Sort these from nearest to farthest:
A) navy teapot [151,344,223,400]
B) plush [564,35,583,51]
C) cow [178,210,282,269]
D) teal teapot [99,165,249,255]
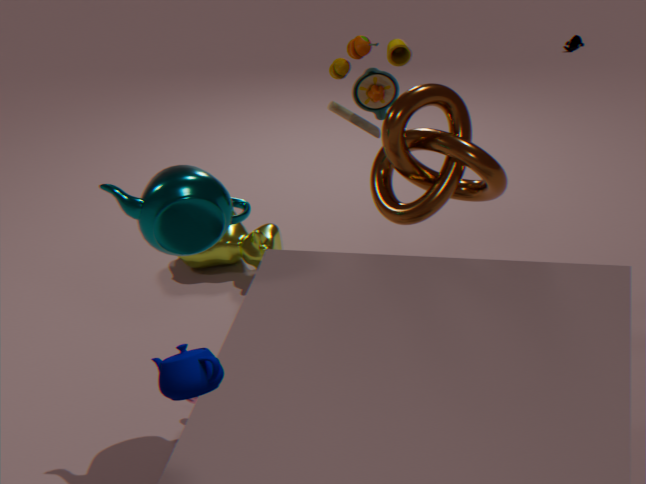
navy teapot [151,344,223,400], teal teapot [99,165,249,255], cow [178,210,282,269], plush [564,35,583,51]
